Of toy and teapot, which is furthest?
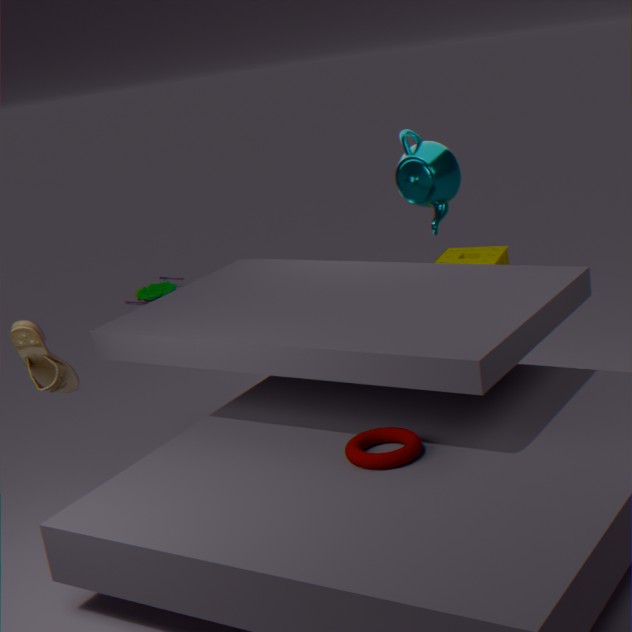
toy
